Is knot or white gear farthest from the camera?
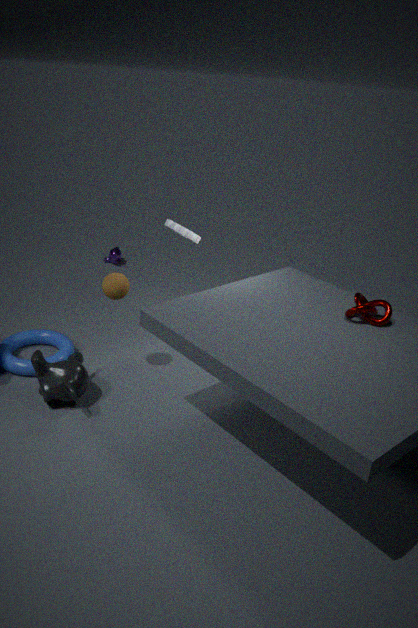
white gear
